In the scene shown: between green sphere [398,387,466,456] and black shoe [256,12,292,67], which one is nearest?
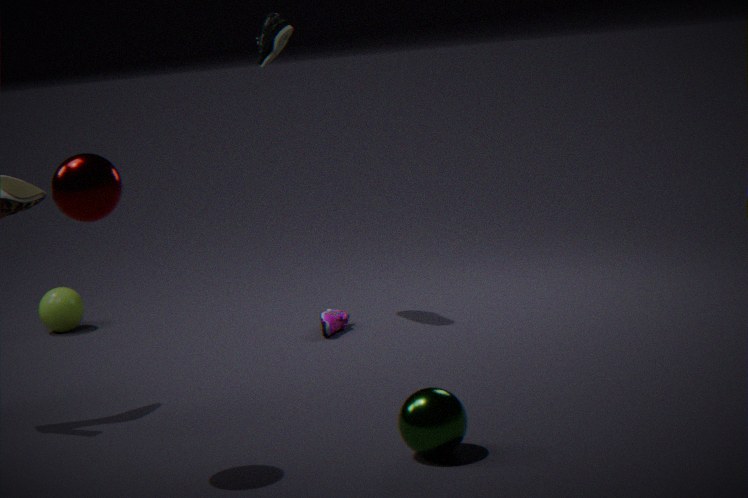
green sphere [398,387,466,456]
